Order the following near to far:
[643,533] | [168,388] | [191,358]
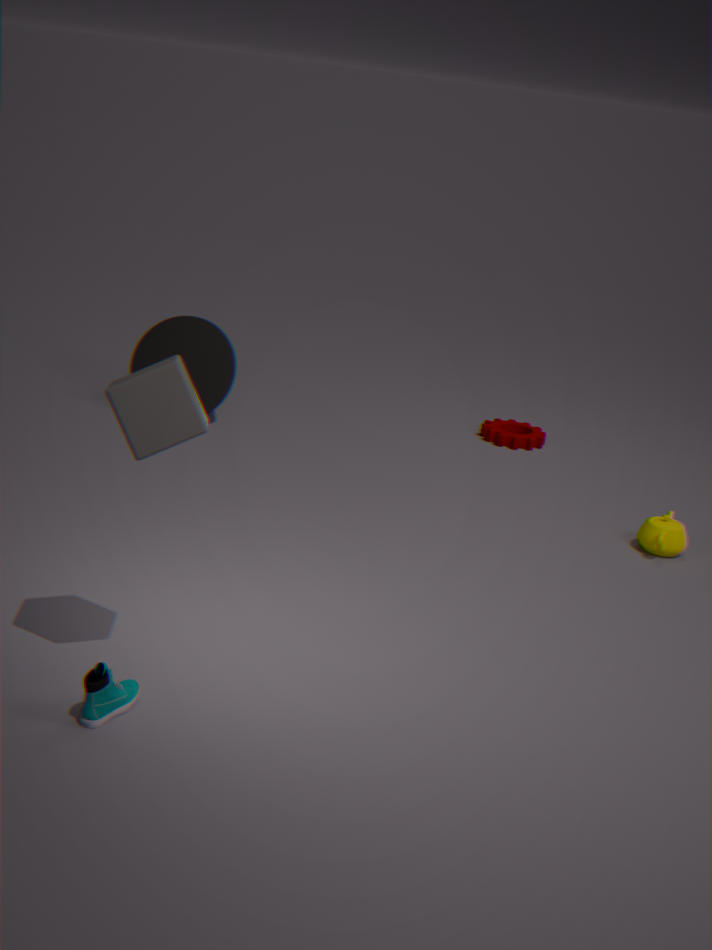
[168,388], [643,533], [191,358]
